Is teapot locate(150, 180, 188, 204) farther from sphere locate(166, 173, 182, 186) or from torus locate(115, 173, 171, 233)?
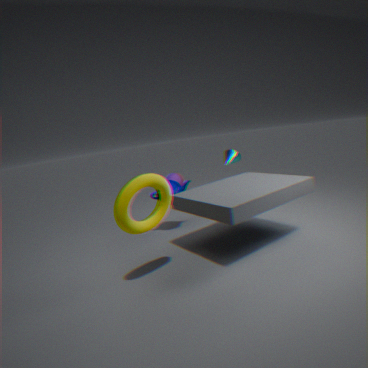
sphere locate(166, 173, 182, 186)
